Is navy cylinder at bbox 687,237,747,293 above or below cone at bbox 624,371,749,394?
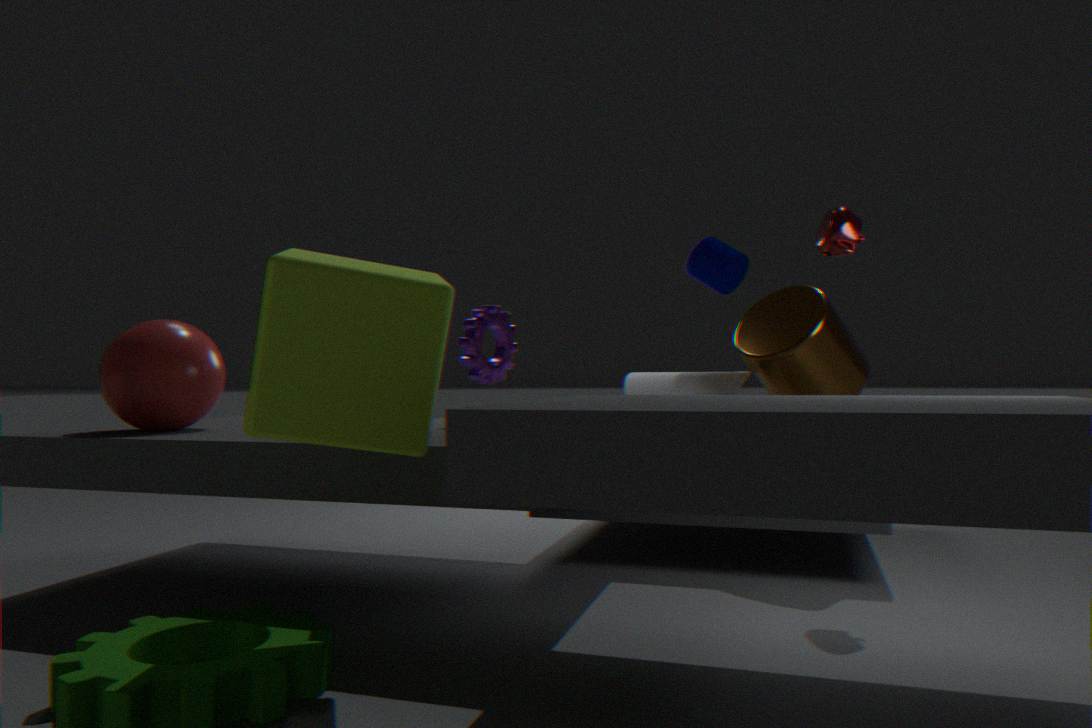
above
